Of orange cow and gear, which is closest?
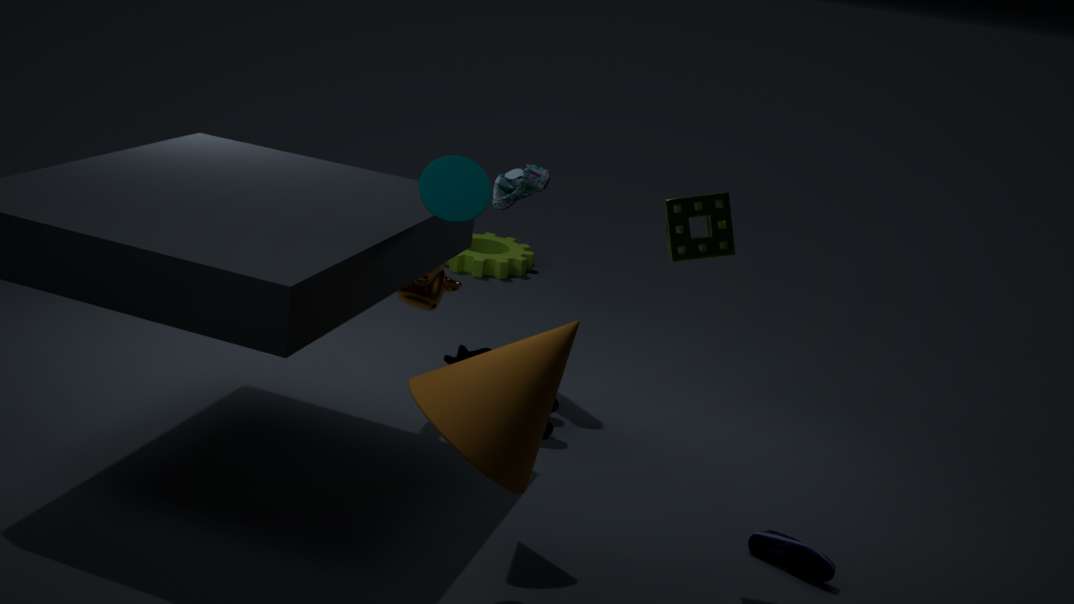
orange cow
